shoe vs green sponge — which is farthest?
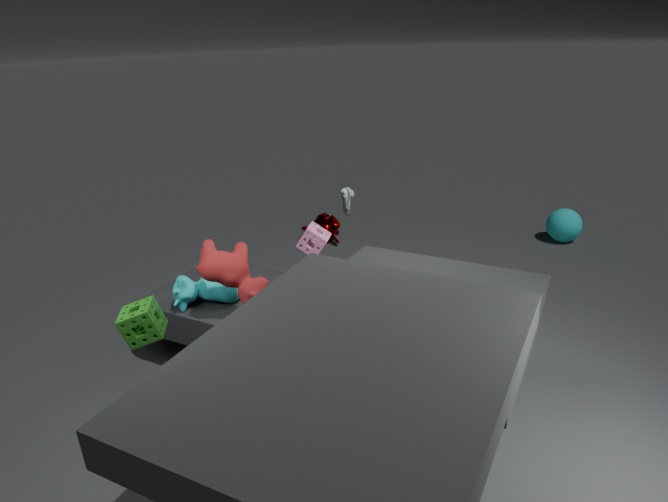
shoe
